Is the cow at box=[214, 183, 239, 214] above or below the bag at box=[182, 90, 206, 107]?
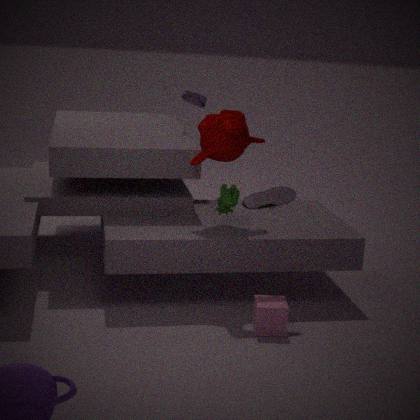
below
